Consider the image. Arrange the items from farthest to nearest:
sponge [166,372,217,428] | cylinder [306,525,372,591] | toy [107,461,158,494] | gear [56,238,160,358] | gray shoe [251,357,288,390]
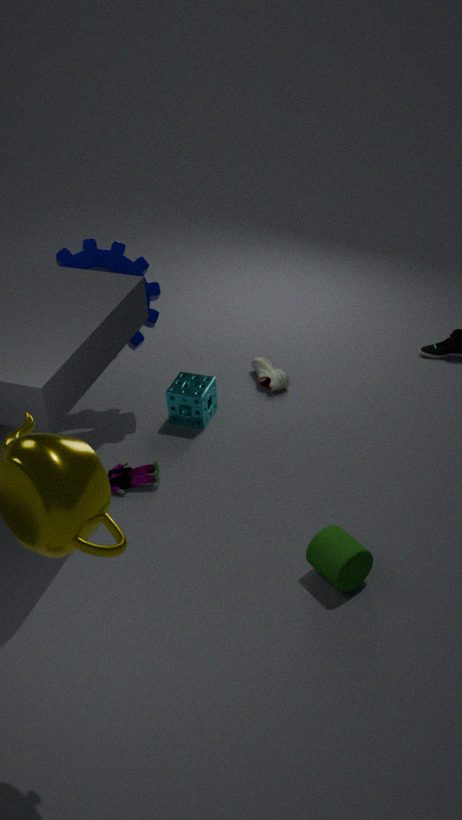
1. gray shoe [251,357,288,390]
2. sponge [166,372,217,428]
3. gear [56,238,160,358]
4. toy [107,461,158,494]
5. cylinder [306,525,372,591]
